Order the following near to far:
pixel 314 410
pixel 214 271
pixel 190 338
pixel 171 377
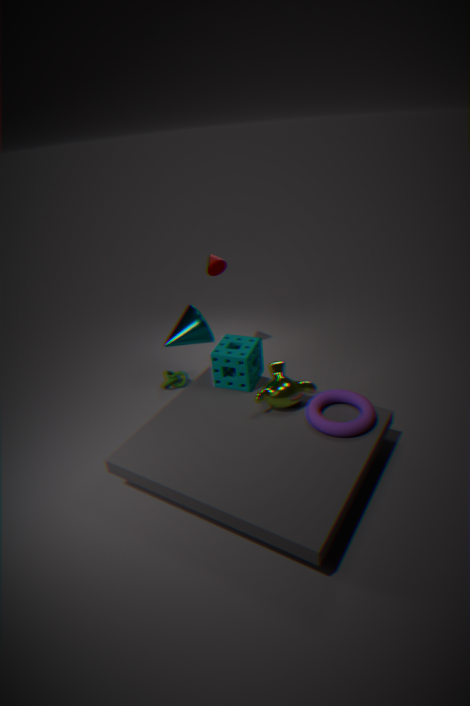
pixel 314 410 → pixel 190 338 → pixel 214 271 → pixel 171 377
